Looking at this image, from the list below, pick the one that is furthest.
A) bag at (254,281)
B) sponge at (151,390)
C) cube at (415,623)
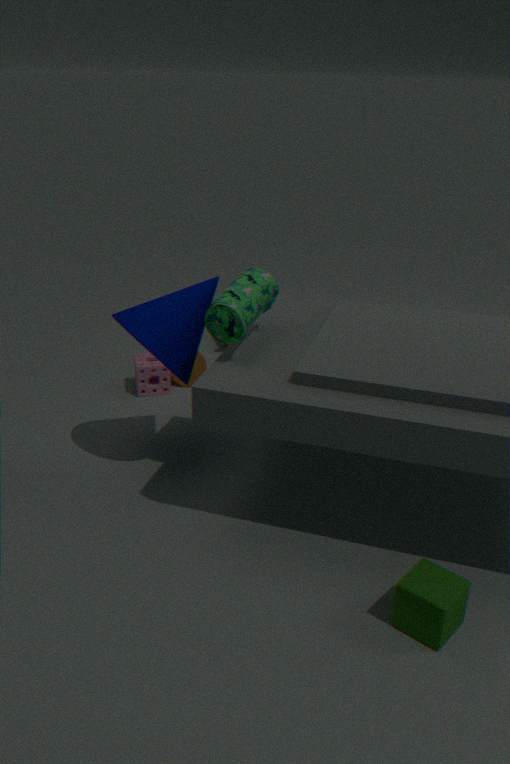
sponge at (151,390)
